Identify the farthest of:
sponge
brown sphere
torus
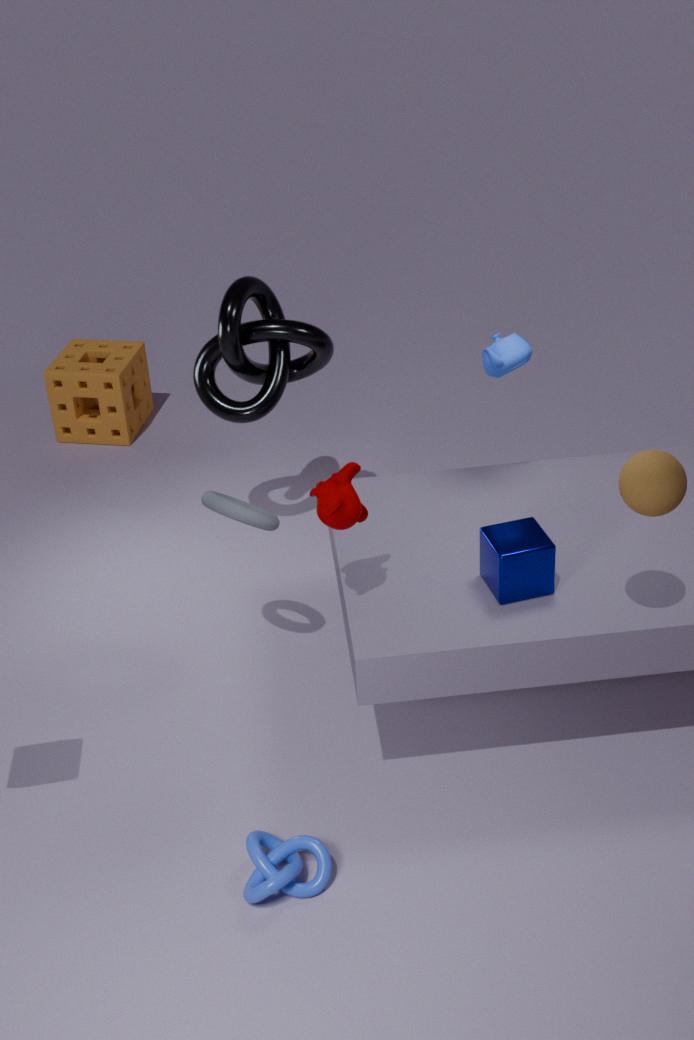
sponge
